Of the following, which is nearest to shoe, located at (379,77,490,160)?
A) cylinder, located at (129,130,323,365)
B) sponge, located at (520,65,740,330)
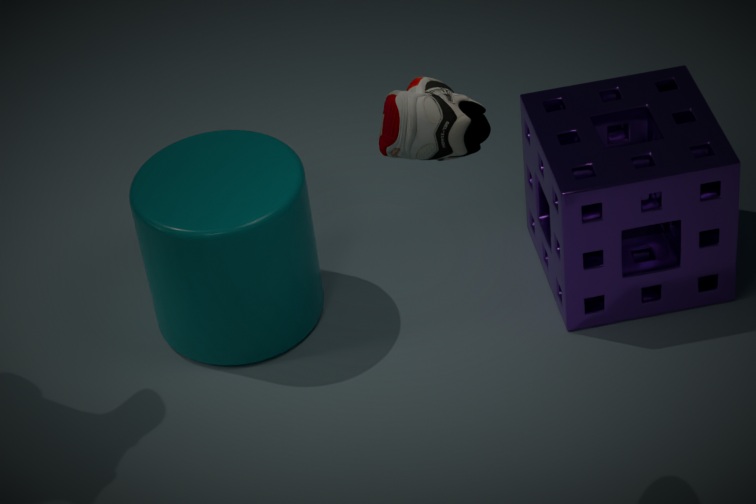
sponge, located at (520,65,740,330)
